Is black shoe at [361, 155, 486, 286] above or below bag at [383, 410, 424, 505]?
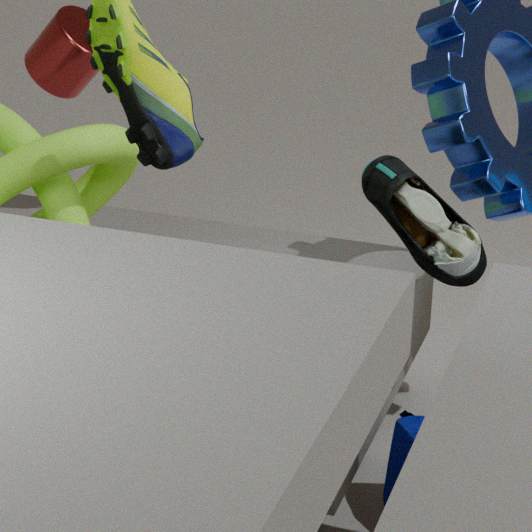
above
